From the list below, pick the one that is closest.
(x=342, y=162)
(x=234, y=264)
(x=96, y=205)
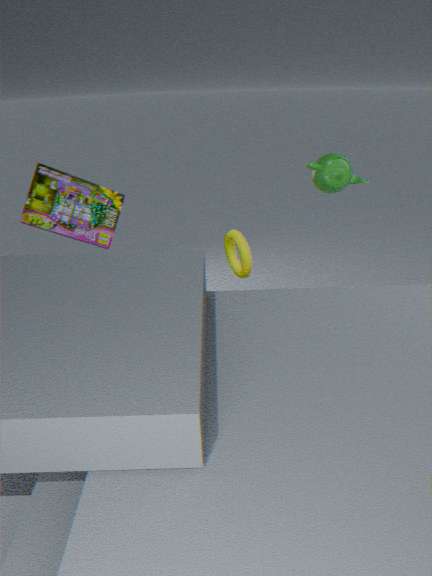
(x=342, y=162)
